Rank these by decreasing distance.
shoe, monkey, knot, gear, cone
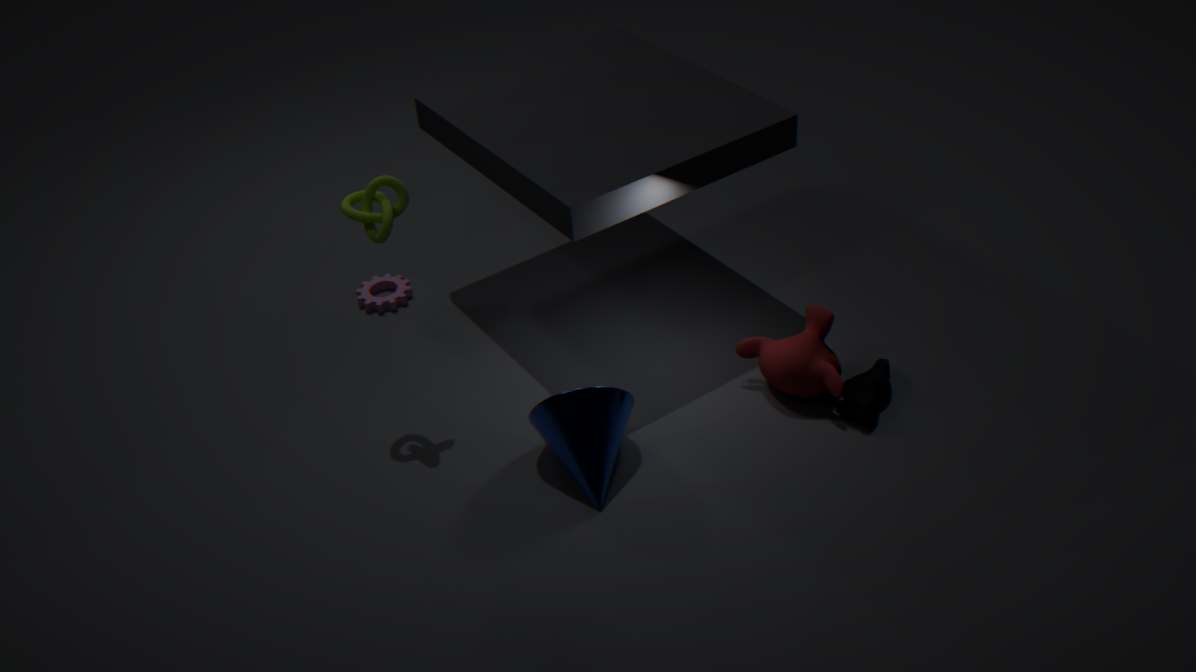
gear → monkey → shoe → knot → cone
